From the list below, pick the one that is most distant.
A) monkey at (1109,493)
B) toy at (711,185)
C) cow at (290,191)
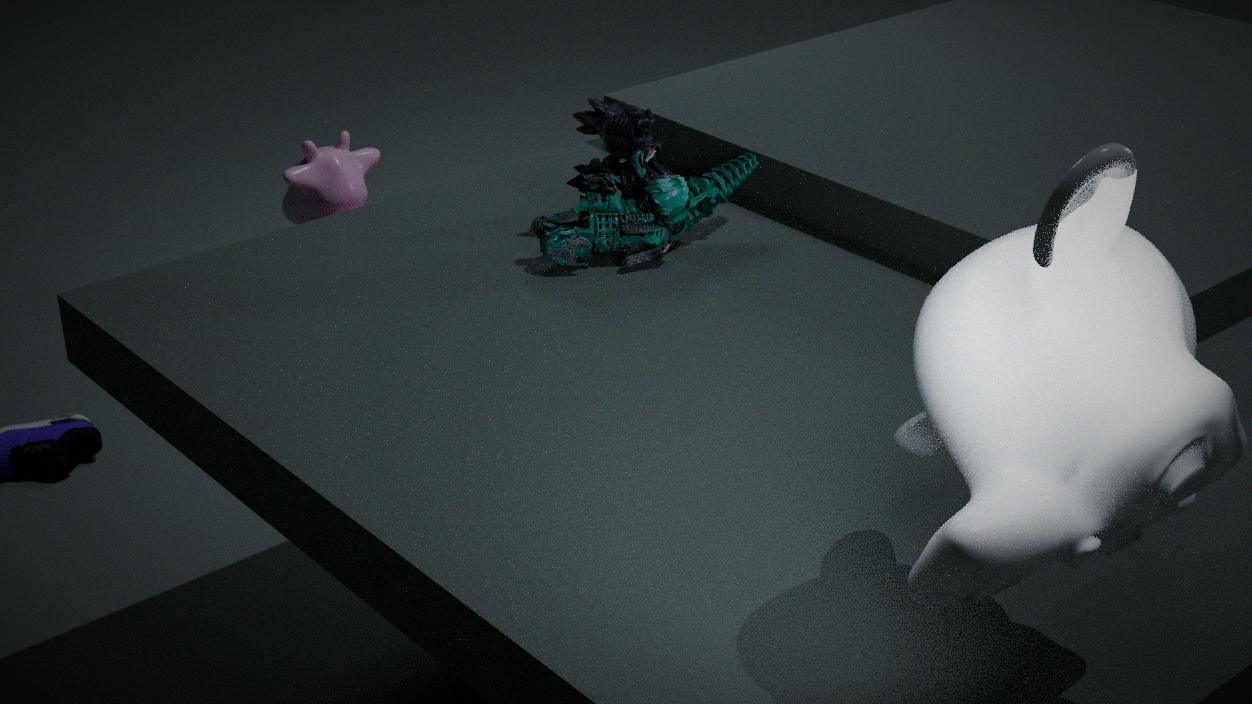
cow at (290,191)
